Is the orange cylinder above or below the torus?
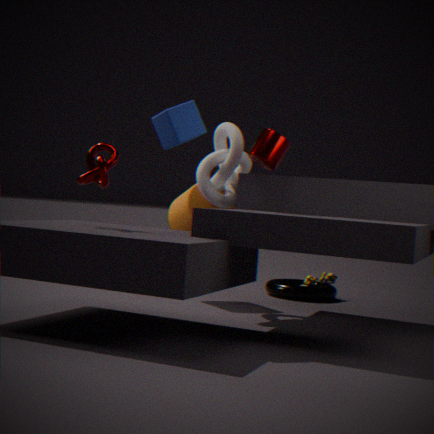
above
